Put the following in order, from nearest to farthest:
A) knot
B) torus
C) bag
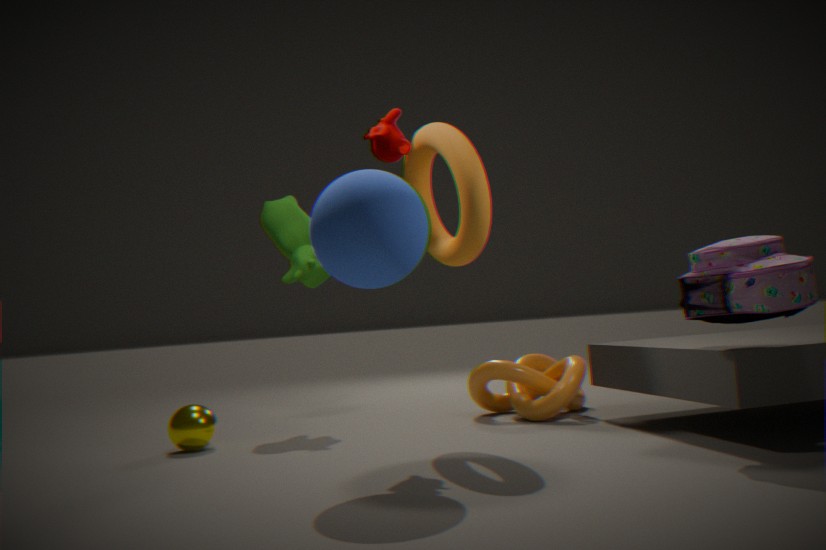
bag → torus → knot
